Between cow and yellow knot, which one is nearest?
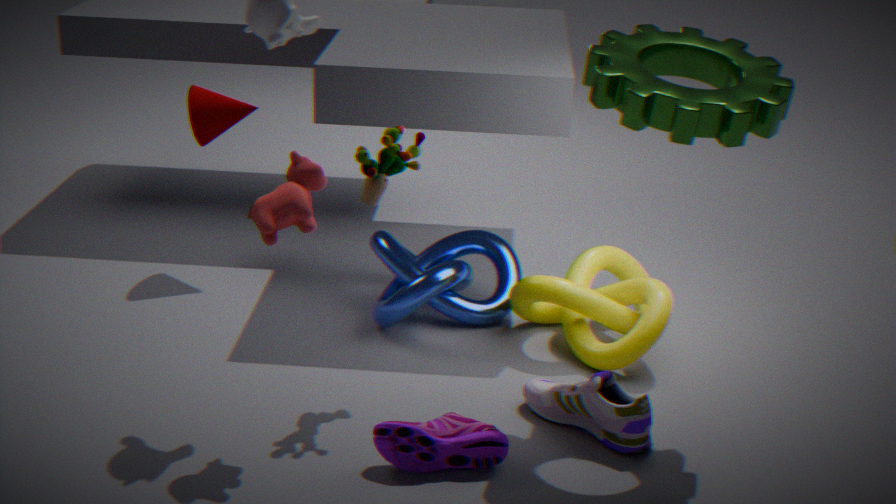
cow
